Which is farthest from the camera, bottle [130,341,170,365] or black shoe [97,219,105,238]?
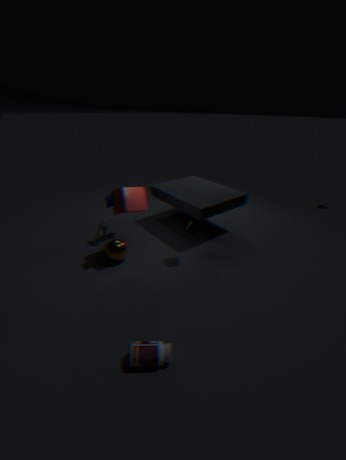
black shoe [97,219,105,238]
